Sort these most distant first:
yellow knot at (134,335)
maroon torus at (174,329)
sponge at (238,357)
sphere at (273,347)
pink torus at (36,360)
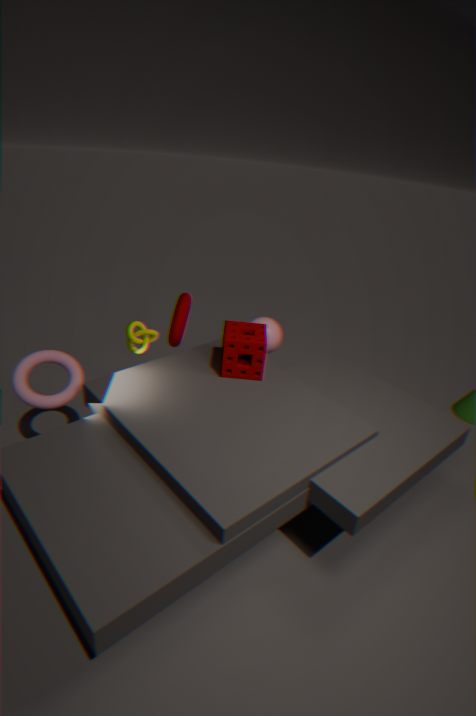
sphere at (273,347) < maroon torus at (174,329) < yellow knot at (134,335) < sponge at (238,357) < pink torus at (36,360)
